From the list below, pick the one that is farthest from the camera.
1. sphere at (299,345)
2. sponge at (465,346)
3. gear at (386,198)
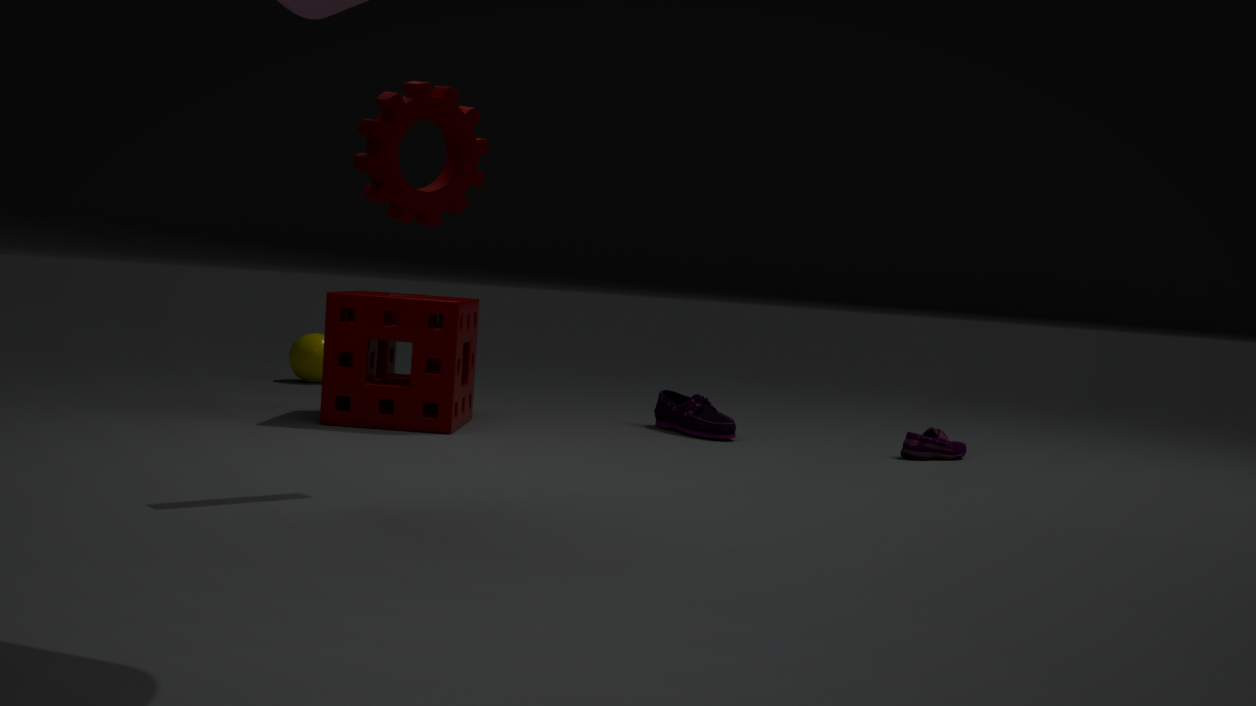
sphere at (299,345)
